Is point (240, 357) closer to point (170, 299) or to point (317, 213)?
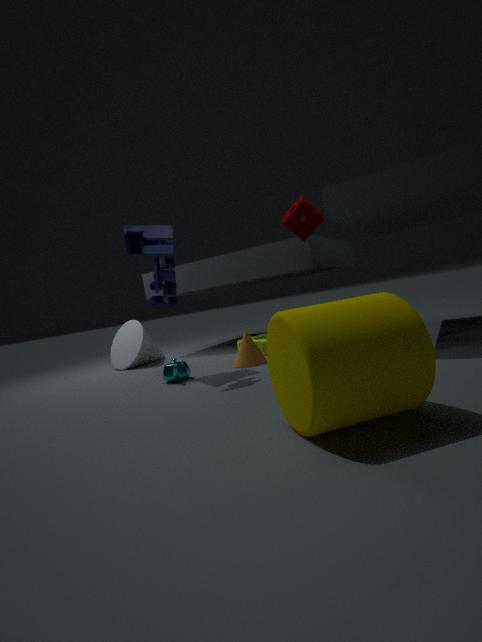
point (170, 299)
